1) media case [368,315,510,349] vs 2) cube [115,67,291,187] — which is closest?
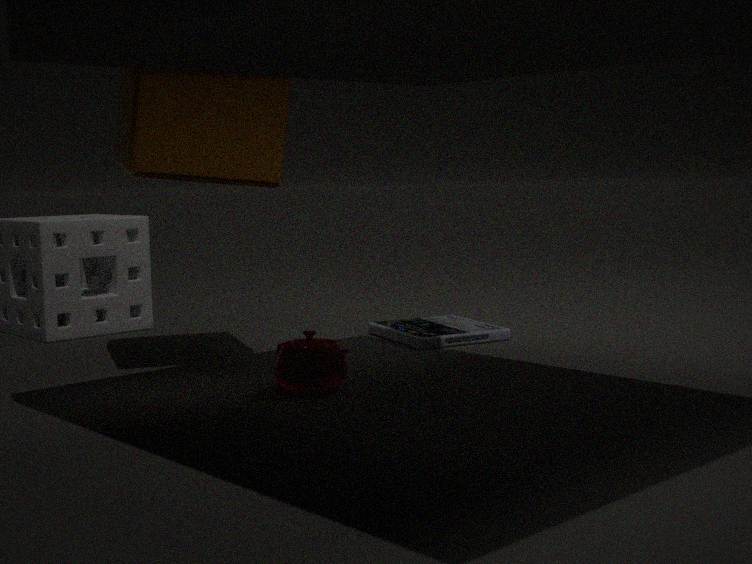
2. cube [115,67,291,187]
